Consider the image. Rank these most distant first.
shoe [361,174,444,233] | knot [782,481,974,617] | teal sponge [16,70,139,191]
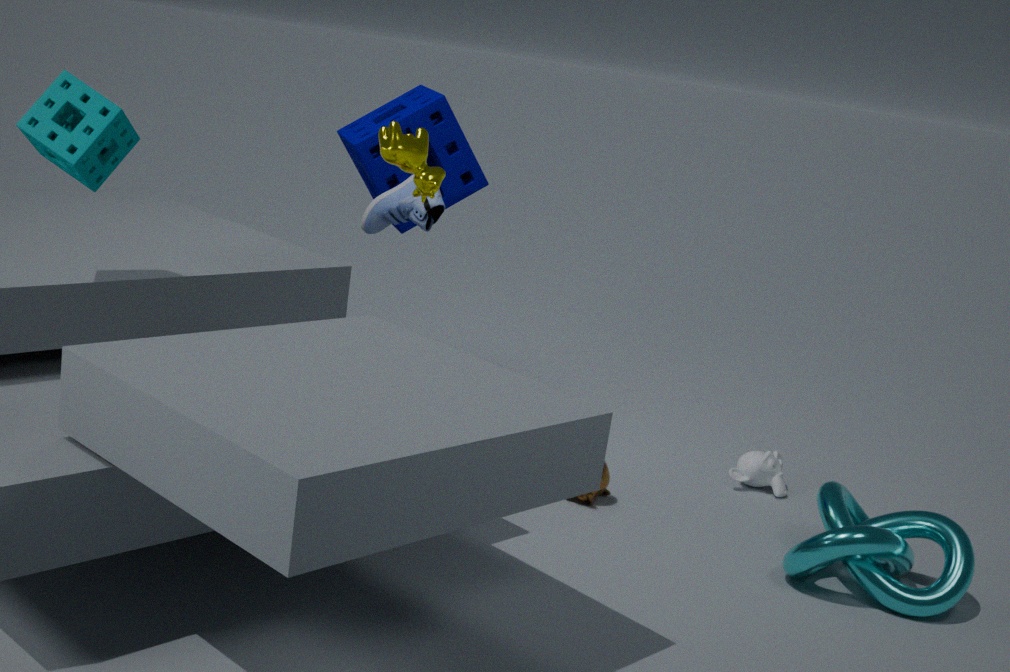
1. shoe [361,174,444,233]
2. knot [782,481,974,617]
3. teal sponge [16,70,139,191]
